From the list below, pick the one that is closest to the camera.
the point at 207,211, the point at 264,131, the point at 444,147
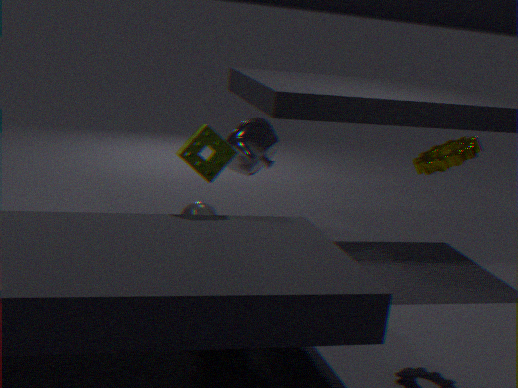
the point at 444,147
